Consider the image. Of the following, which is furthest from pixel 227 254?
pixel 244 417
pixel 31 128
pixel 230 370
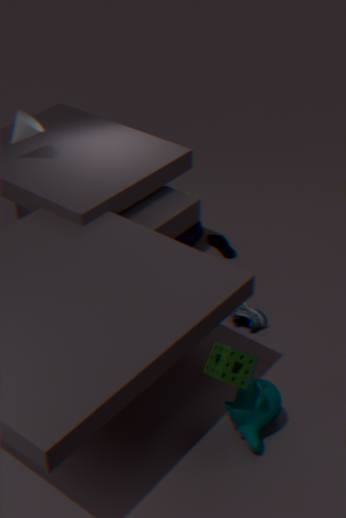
pixel 230 370
